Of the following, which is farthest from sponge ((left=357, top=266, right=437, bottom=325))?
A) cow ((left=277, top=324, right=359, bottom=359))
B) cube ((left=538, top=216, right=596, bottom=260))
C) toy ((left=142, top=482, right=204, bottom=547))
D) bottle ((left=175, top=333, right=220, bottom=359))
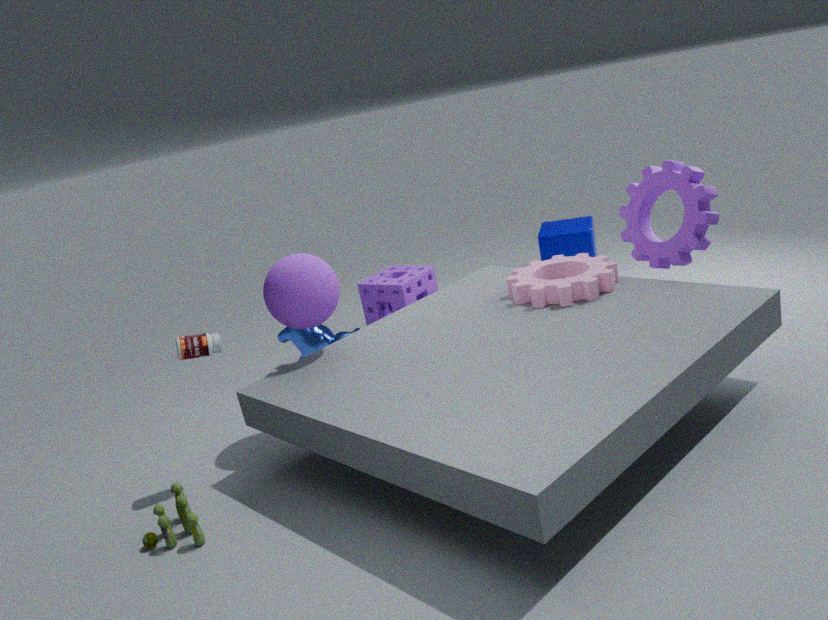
toy ((left=142, top=482, right=204, bottom=547))
